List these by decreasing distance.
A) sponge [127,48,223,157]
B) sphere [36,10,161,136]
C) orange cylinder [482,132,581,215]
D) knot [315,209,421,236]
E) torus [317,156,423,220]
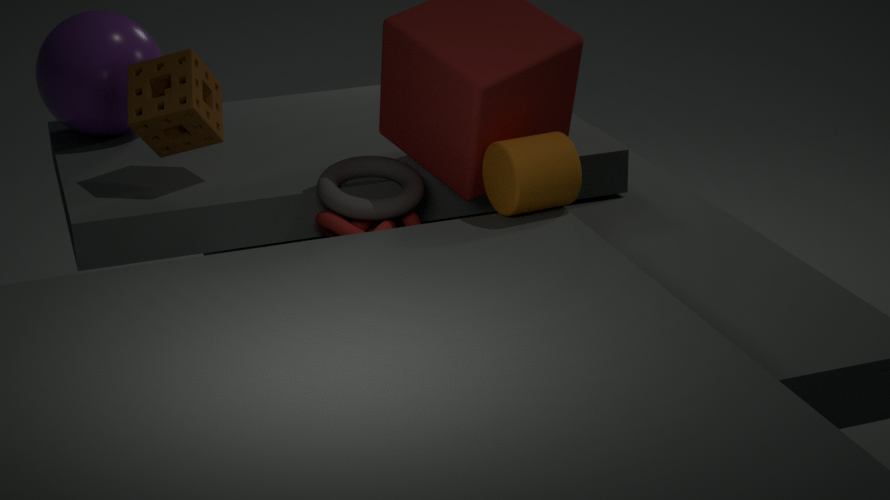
sphere [36,10,161,136] → sponge [127,48,223,157] → torus [317,156,423,220] → knot [315,209,421,236] → orange cylinder [482,132,581,215]
